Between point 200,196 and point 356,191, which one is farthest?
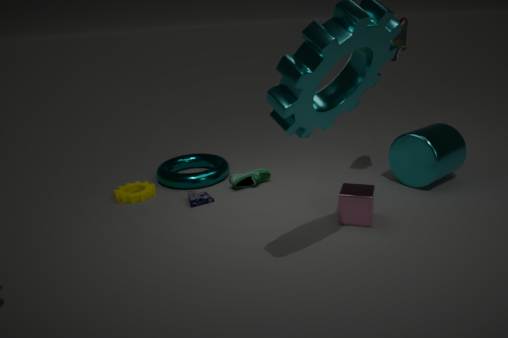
point 200,196
